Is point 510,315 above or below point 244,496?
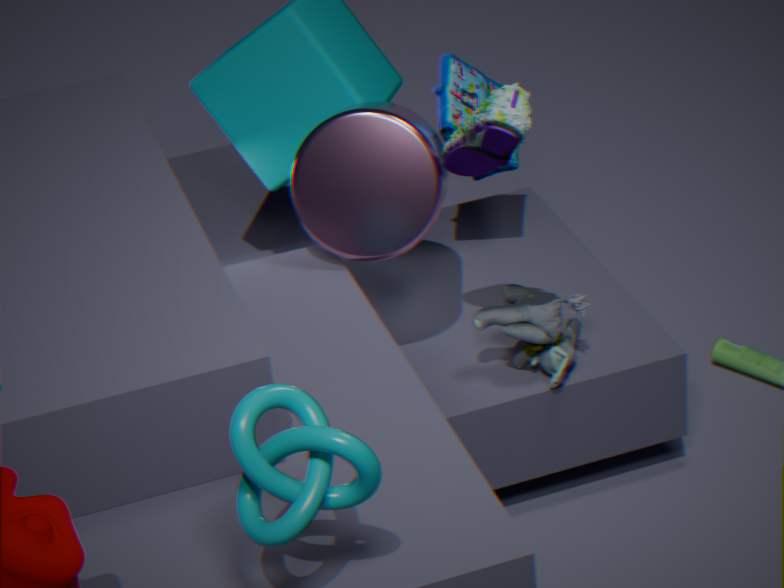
below
